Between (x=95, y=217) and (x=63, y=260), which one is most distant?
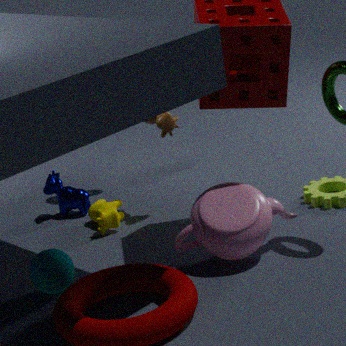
(x=95, y=217)
